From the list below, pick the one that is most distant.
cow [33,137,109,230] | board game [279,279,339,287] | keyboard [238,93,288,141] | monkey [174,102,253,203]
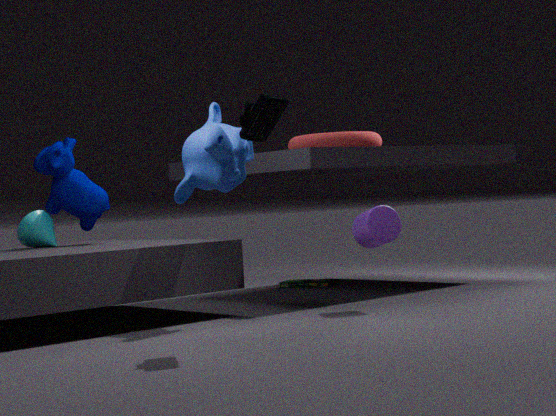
board game [279,279,339,287]
